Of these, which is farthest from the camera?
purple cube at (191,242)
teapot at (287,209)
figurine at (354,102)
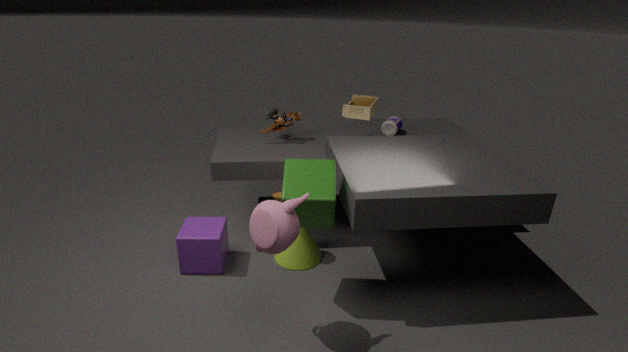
figurine at (354,102)
